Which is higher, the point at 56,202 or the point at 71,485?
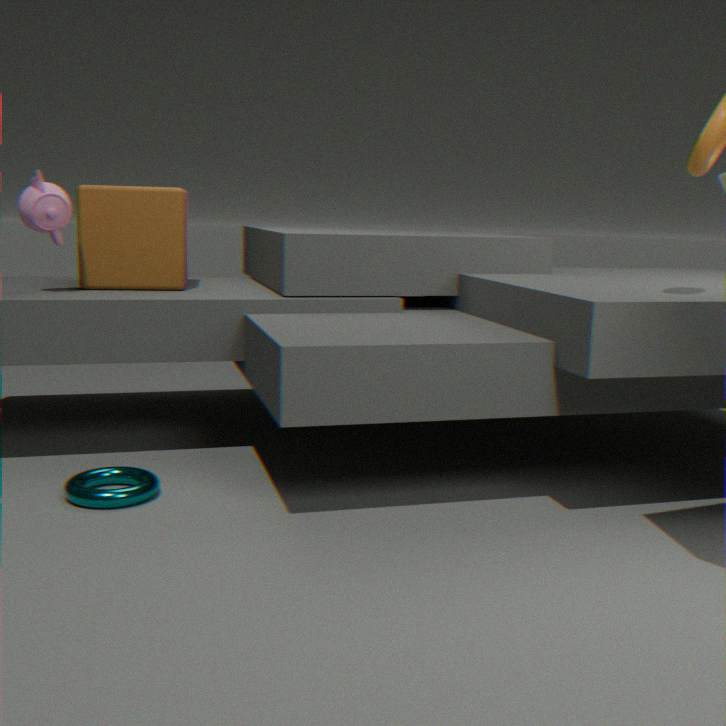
the point at 56,202
